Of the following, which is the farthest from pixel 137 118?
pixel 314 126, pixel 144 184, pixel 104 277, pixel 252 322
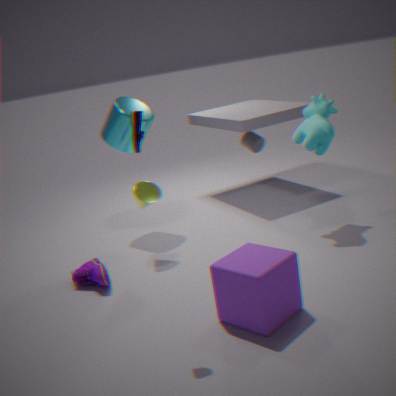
pixel 314 126
